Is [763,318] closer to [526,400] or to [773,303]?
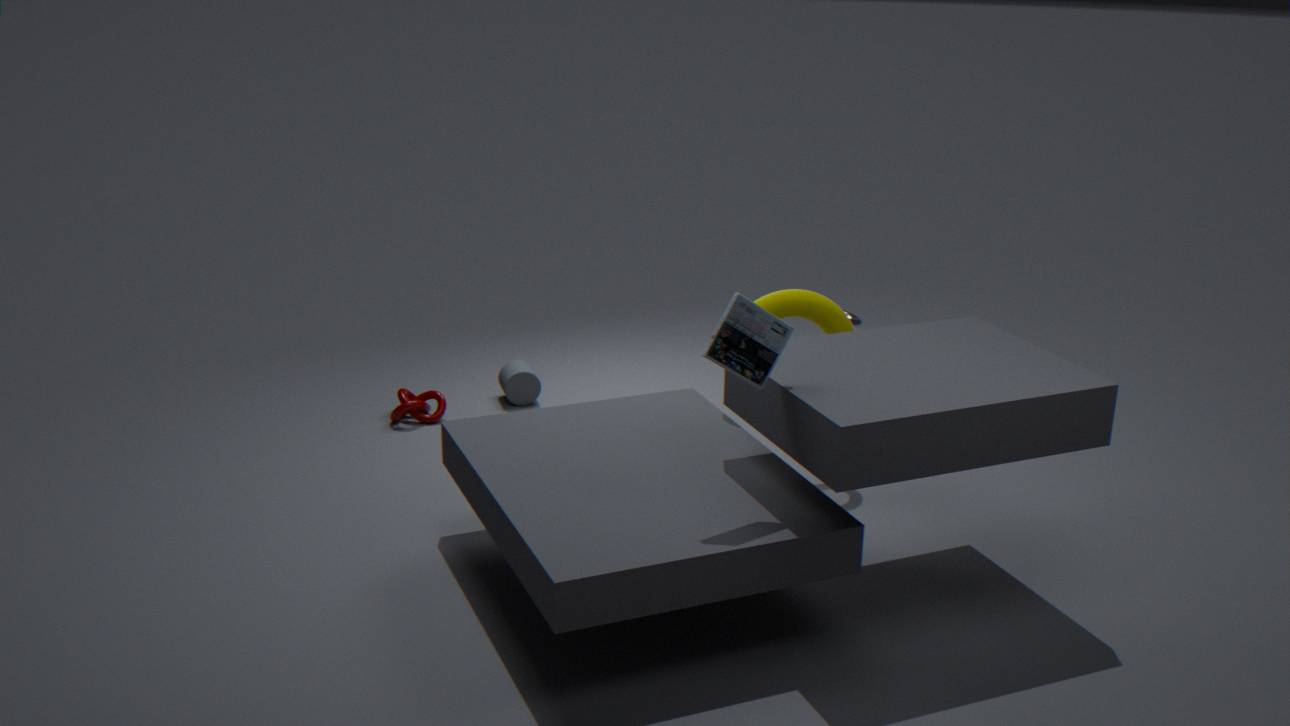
A: [773,303]
